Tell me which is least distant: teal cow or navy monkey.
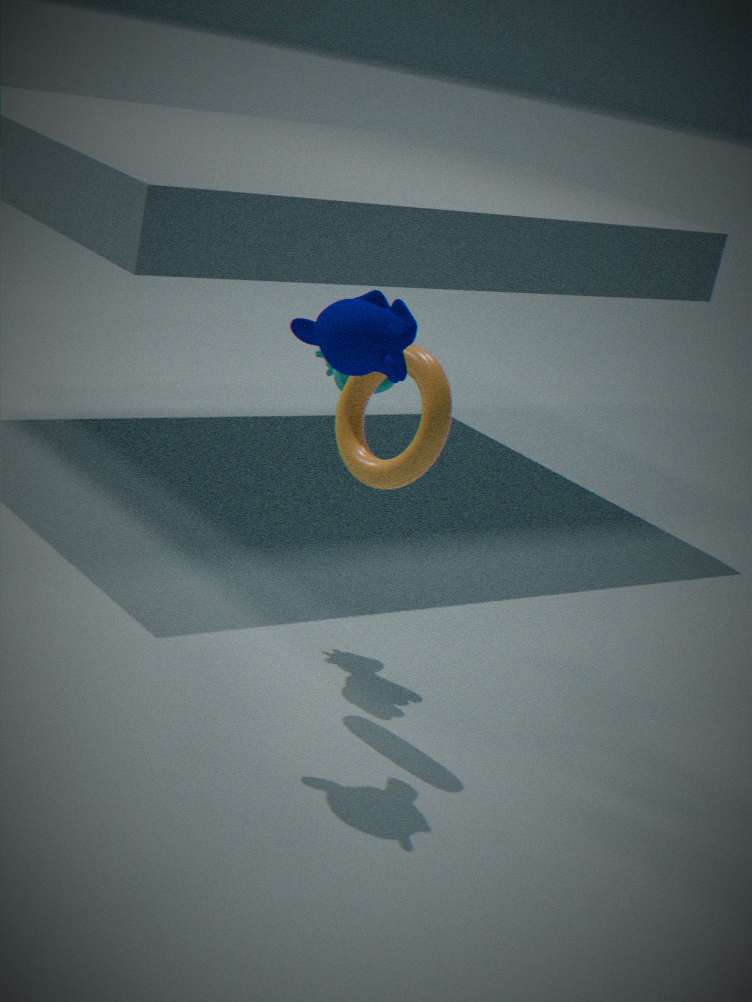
navy monkey
